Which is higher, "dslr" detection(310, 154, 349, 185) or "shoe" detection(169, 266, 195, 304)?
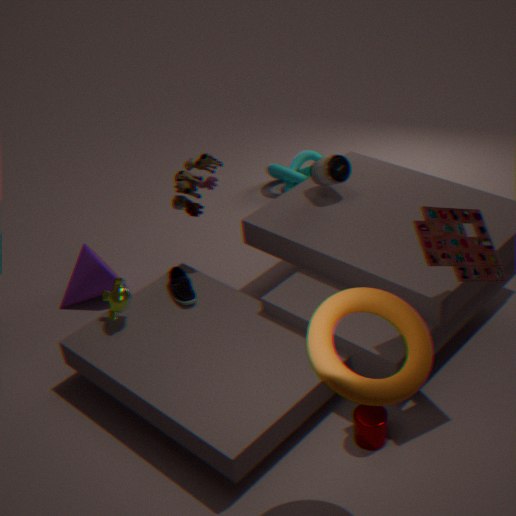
"dslr" detection(310, 154, 349, 185)
